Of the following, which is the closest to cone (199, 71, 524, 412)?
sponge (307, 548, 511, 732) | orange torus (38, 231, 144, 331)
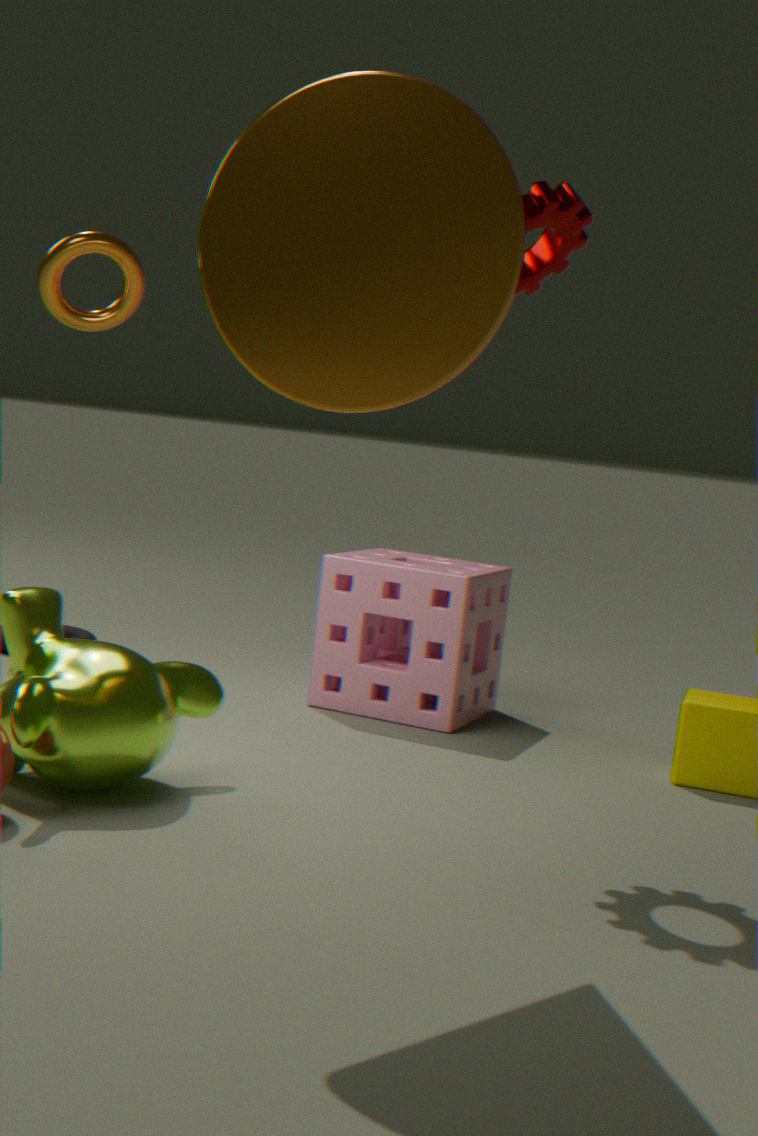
sponge (307, 548, 511, 732)
